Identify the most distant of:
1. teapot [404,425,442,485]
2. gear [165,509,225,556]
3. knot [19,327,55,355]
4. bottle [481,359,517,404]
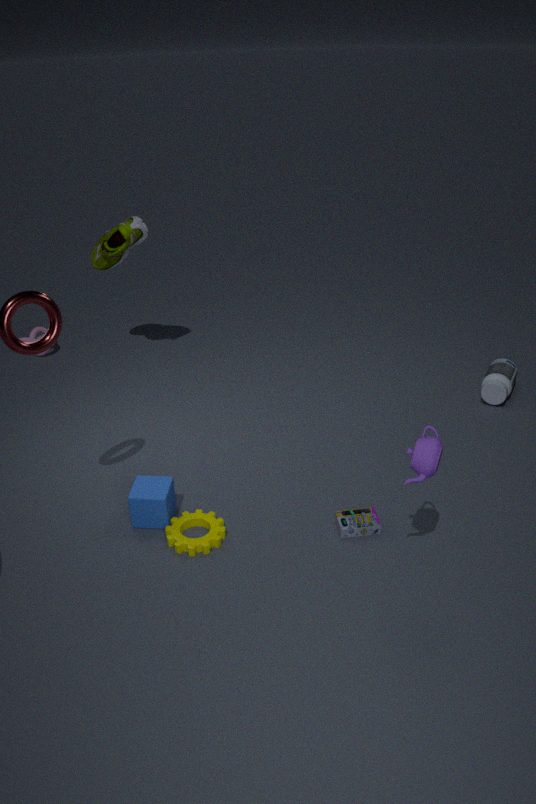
knot [19,327,55,355]
